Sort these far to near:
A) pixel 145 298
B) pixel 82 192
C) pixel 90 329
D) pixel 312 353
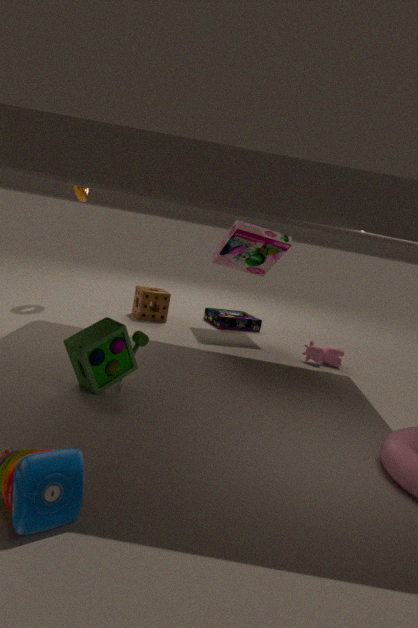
pixel 145 298 < pixel 82 192 < pixel 312 353 < pixel 90 329
